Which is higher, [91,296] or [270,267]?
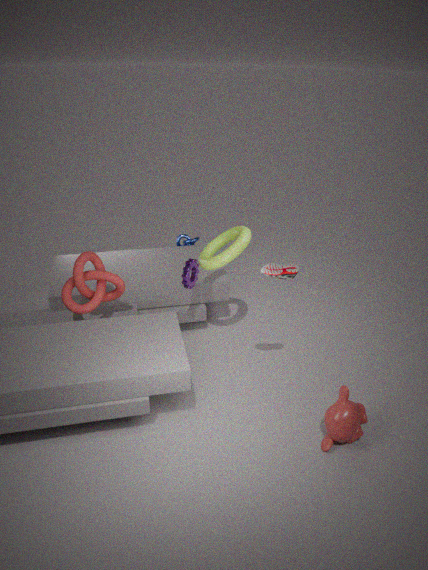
[270,267]
